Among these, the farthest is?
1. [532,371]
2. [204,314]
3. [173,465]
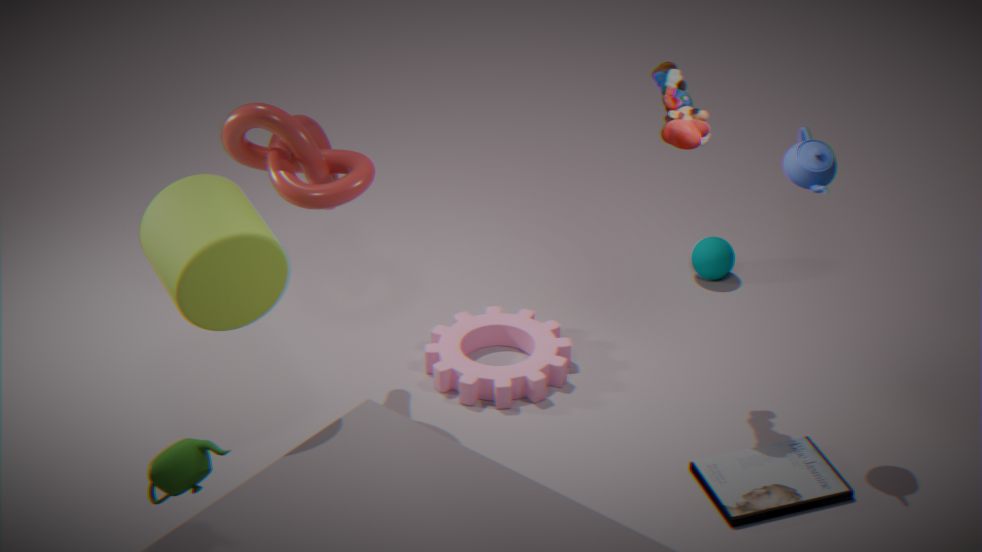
[532,371]
